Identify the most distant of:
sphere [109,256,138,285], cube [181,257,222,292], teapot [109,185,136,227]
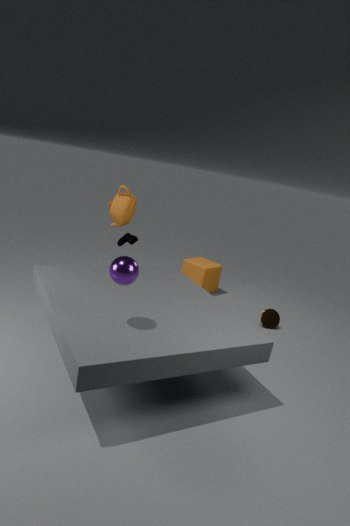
cube [181,257,222,292]
